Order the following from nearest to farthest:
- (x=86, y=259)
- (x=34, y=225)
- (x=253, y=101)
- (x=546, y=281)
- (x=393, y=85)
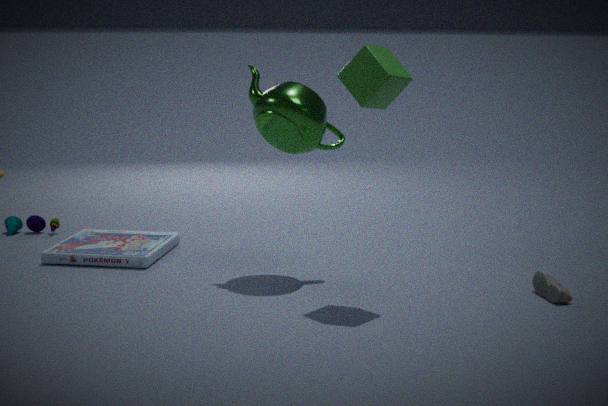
(x=393, y=85) → (x=546, y=281) → (x=253, y=101) → (x=86, y=259) → (x=34, y=225)
